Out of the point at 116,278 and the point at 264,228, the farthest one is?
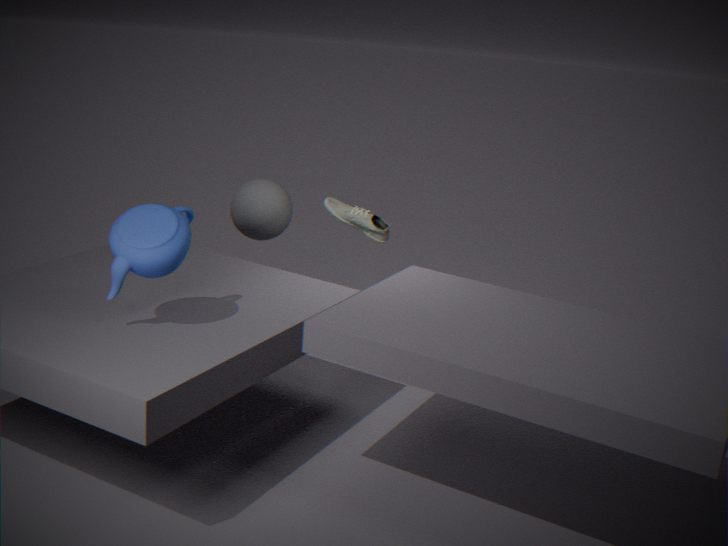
the point at 264,228
